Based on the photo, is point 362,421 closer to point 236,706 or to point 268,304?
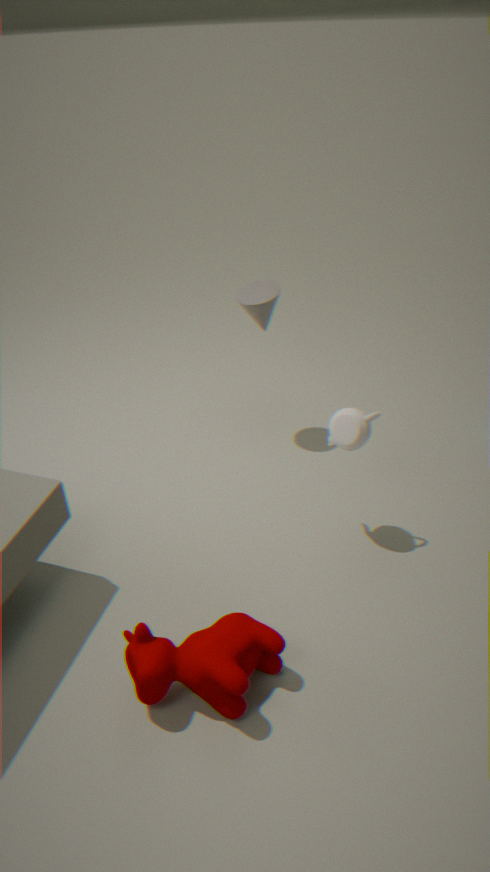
point 268,304
